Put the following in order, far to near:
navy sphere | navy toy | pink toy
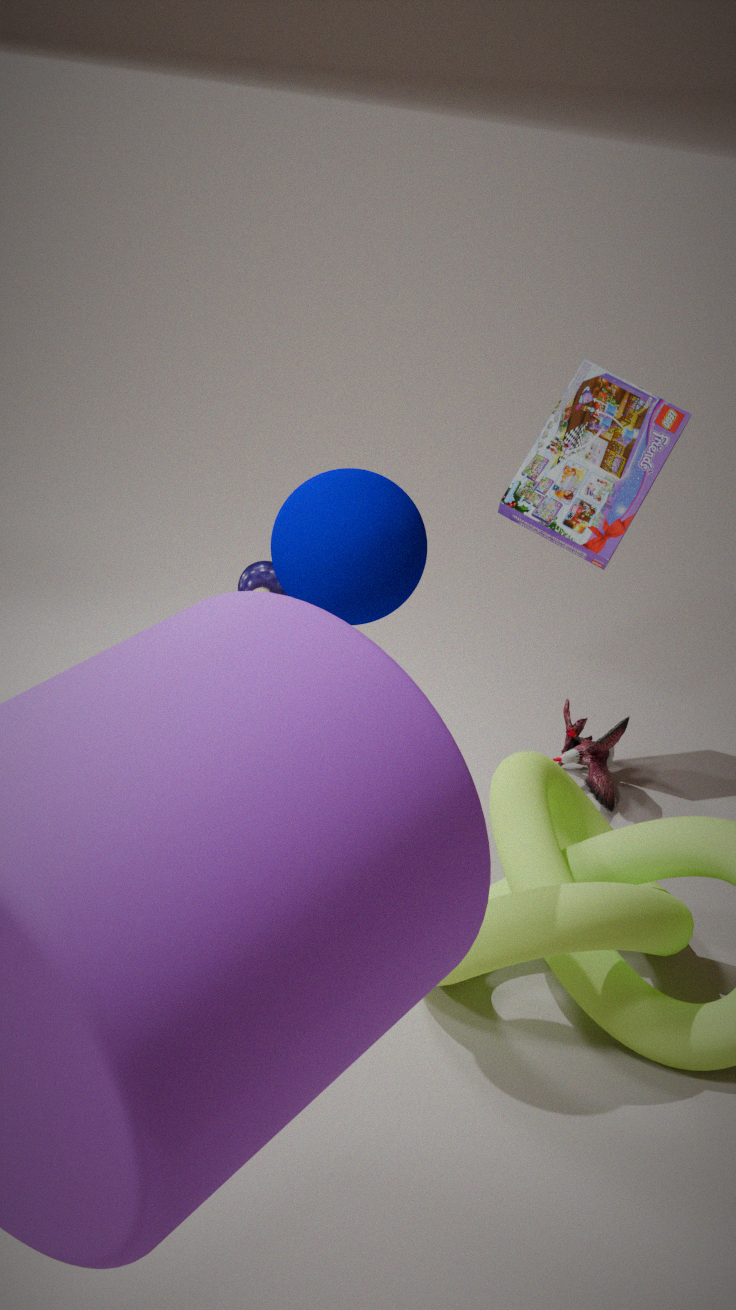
1. navy toy
2. pink toy
3. navy sphere
